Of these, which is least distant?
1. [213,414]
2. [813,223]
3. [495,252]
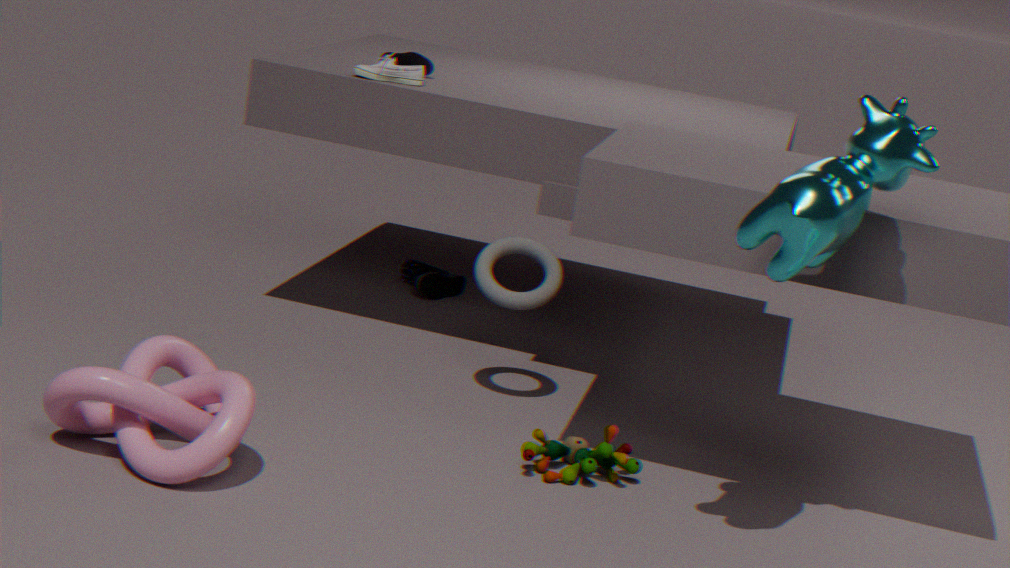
[813,223]
